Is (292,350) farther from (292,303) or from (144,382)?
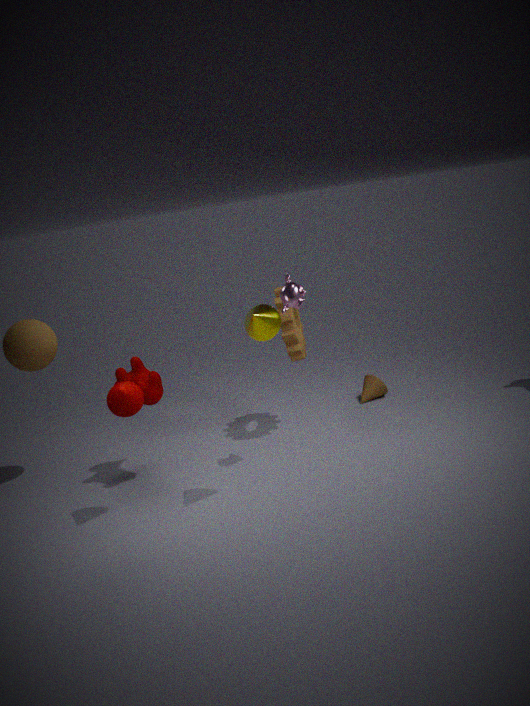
(144,382)
